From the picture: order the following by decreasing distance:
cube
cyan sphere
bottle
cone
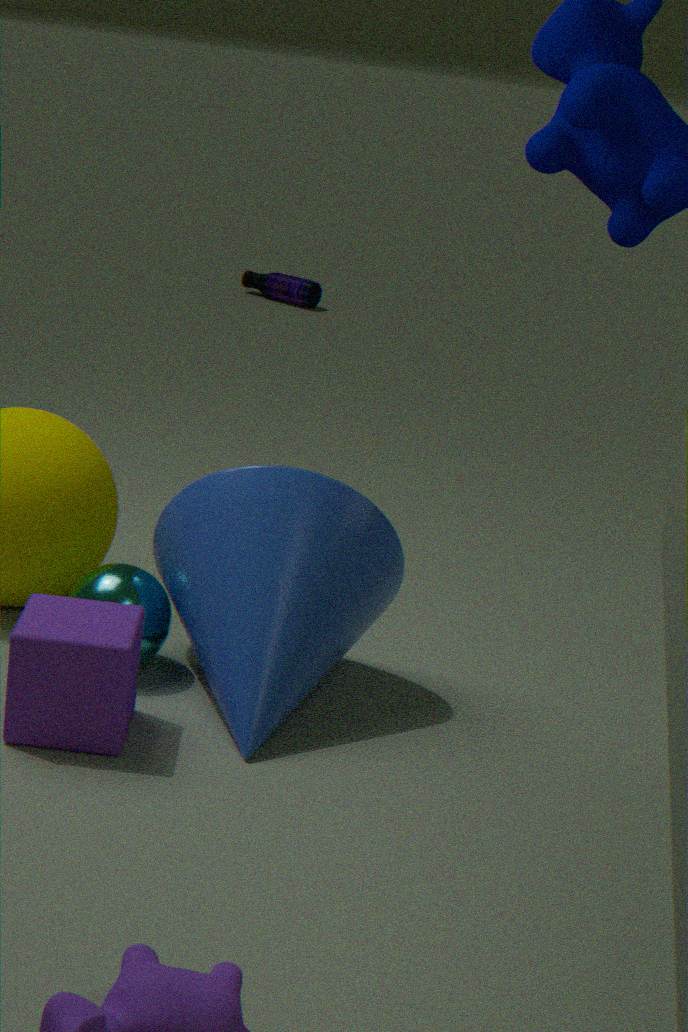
1. bottle
2. cyan sphere
3. cone
4. cube
